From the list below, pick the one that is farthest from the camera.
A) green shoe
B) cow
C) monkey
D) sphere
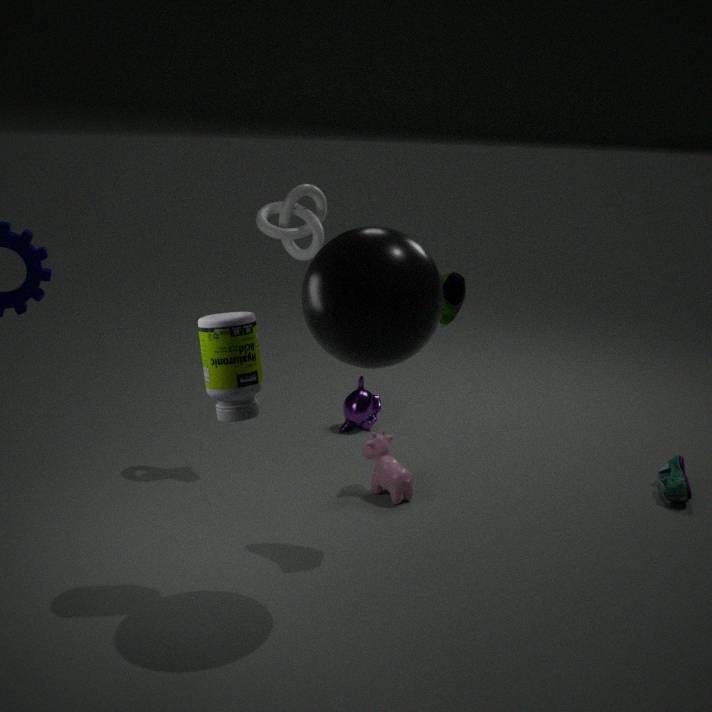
monkey
